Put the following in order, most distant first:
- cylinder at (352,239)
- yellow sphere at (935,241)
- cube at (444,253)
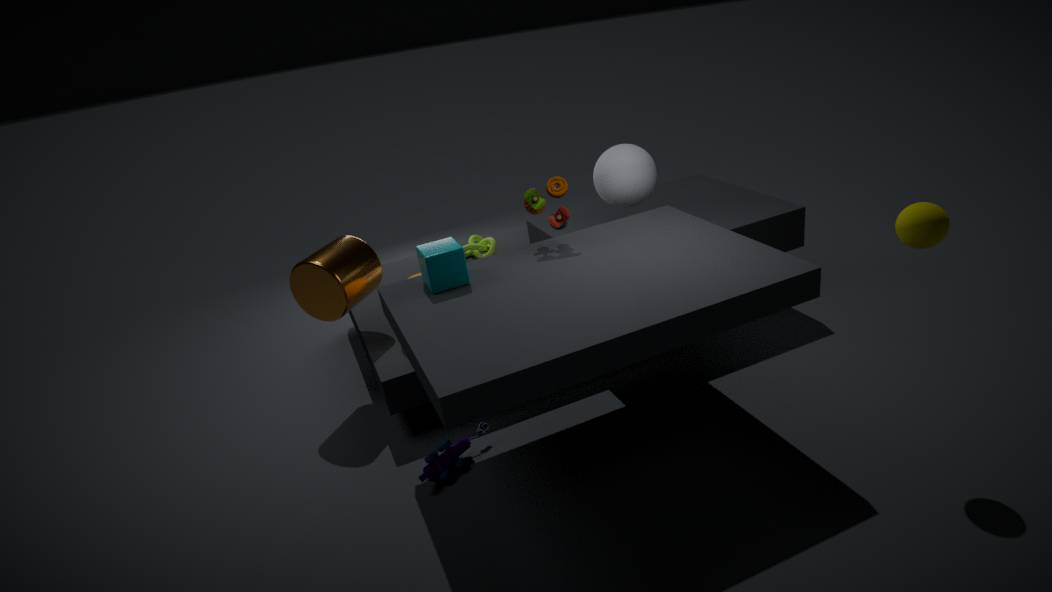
1. cylinder at (352,239)
2. cube at (444,253)
3. yellow sphere at (935,241)
